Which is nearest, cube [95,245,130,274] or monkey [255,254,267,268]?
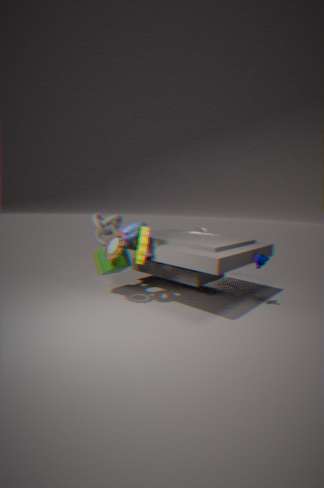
monkey [255,254,267,268]
